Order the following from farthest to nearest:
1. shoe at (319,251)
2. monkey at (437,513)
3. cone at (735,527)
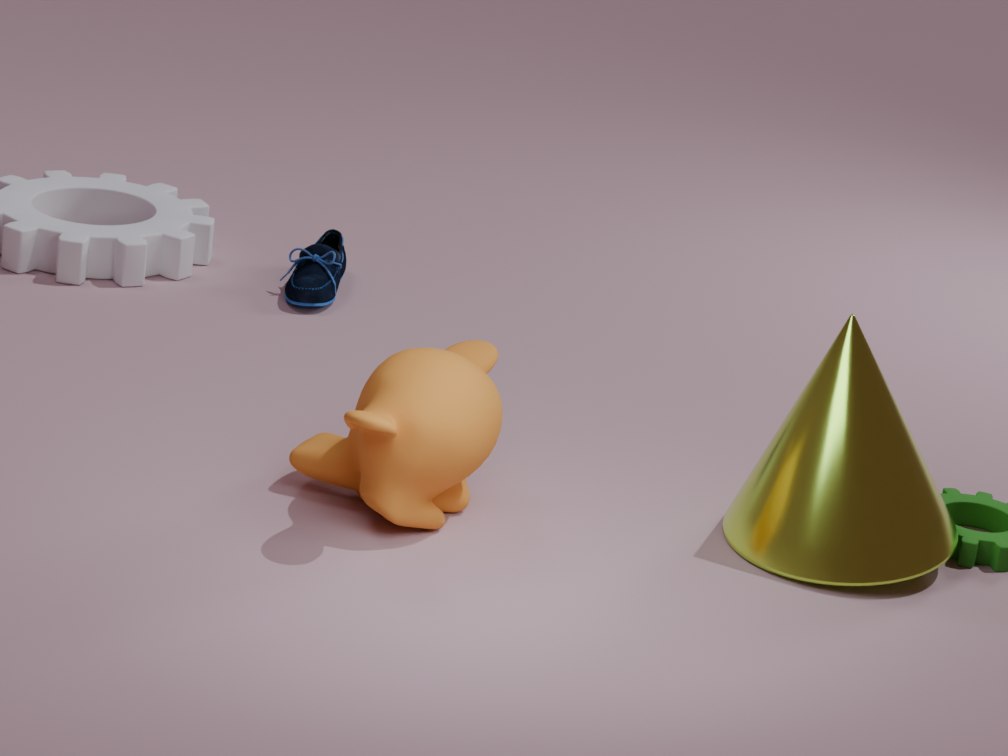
shoe at (319,251) < cone at (735,527) < monkey at (437,513)
